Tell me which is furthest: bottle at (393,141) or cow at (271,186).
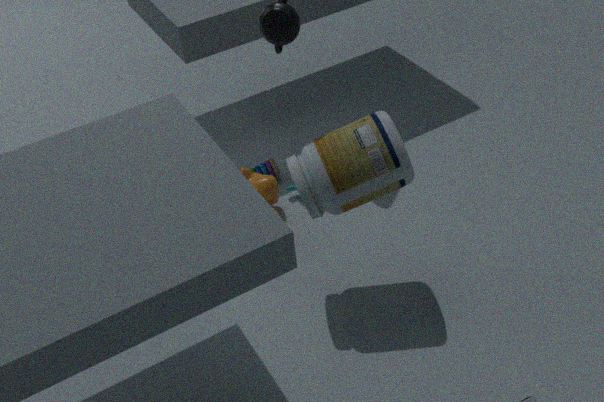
cow at (271,186)
